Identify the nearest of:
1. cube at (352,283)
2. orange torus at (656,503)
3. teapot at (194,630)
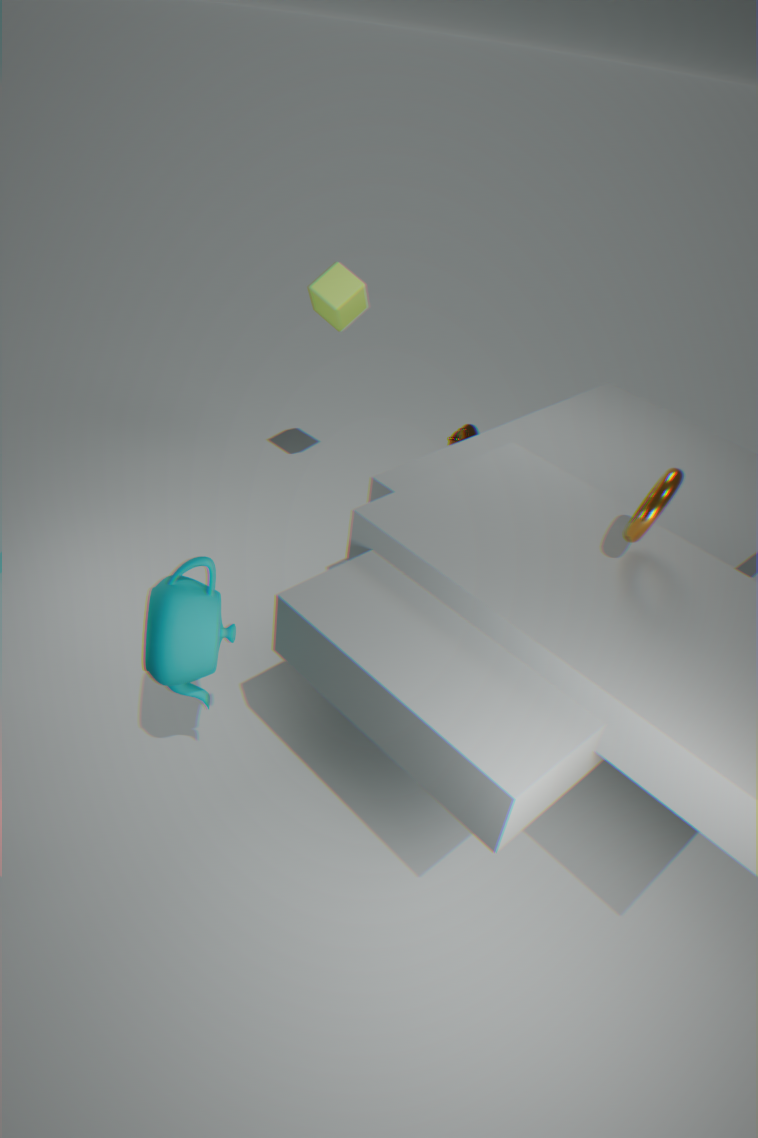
teapot at (194,630)
